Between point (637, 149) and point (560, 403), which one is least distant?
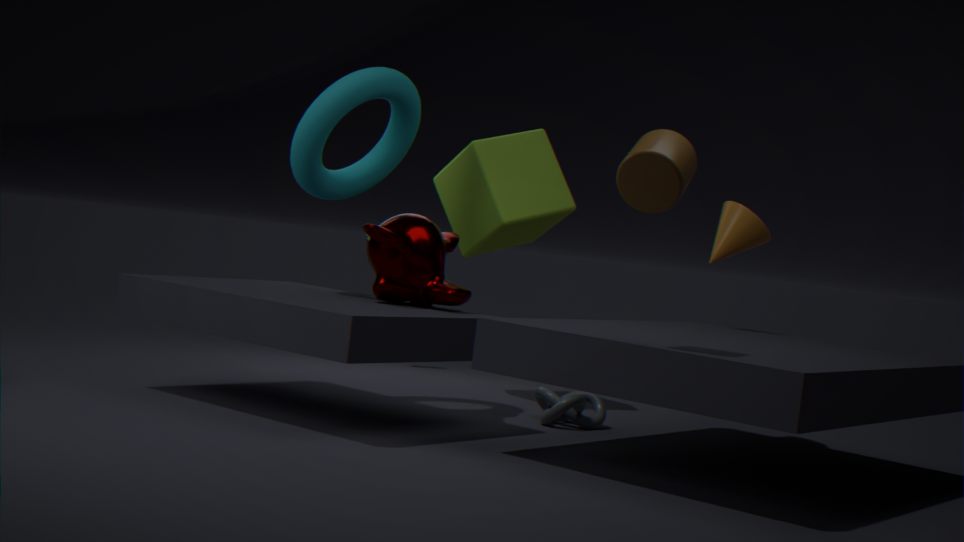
point (637, 149)
